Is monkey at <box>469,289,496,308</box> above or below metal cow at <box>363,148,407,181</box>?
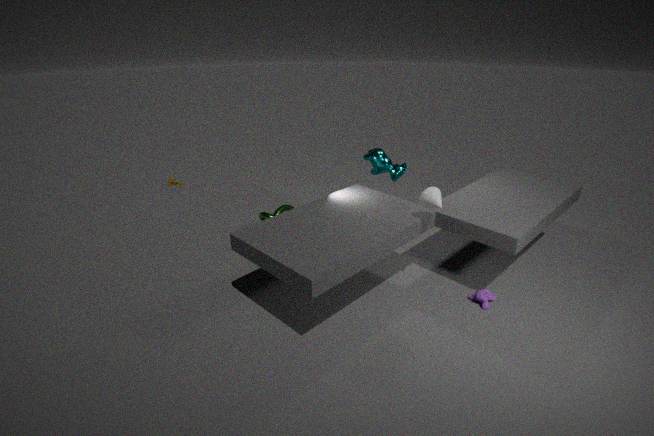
below
